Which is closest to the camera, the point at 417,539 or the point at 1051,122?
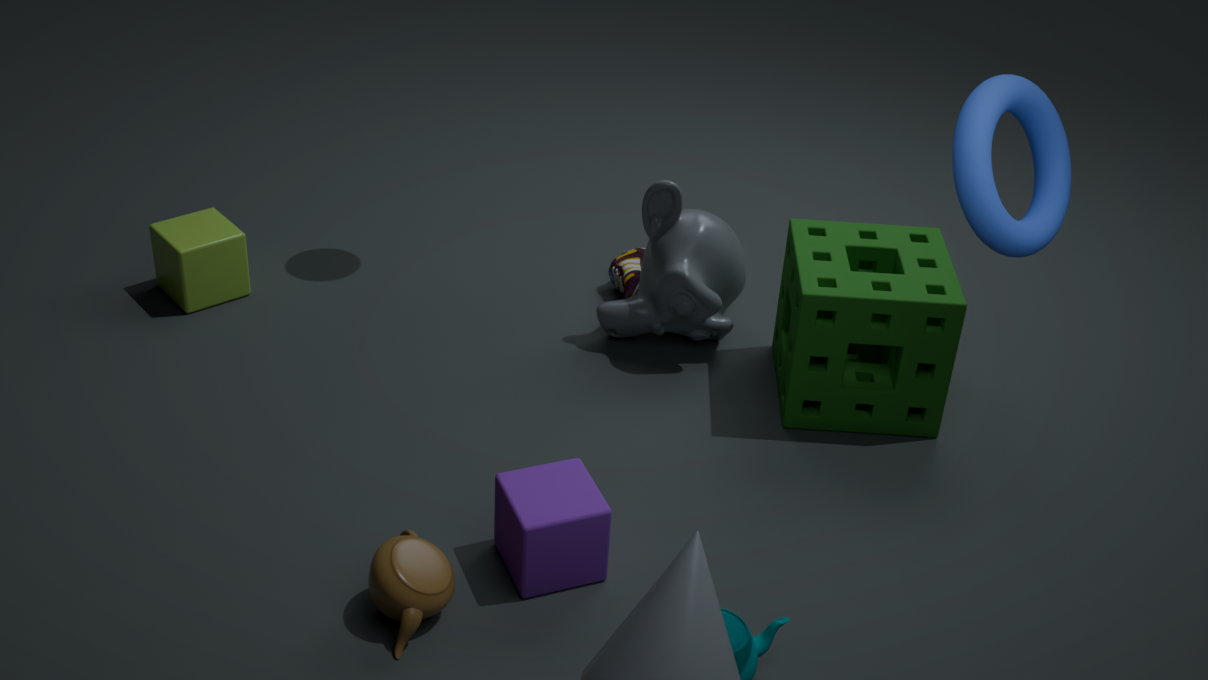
the point at 1051,122
